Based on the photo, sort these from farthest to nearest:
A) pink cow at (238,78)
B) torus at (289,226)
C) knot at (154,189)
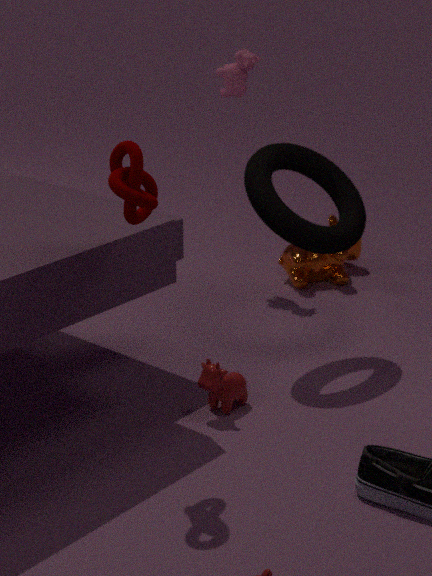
pink cow at (238,78)
torus at (289,226)
knot at (154,189)
